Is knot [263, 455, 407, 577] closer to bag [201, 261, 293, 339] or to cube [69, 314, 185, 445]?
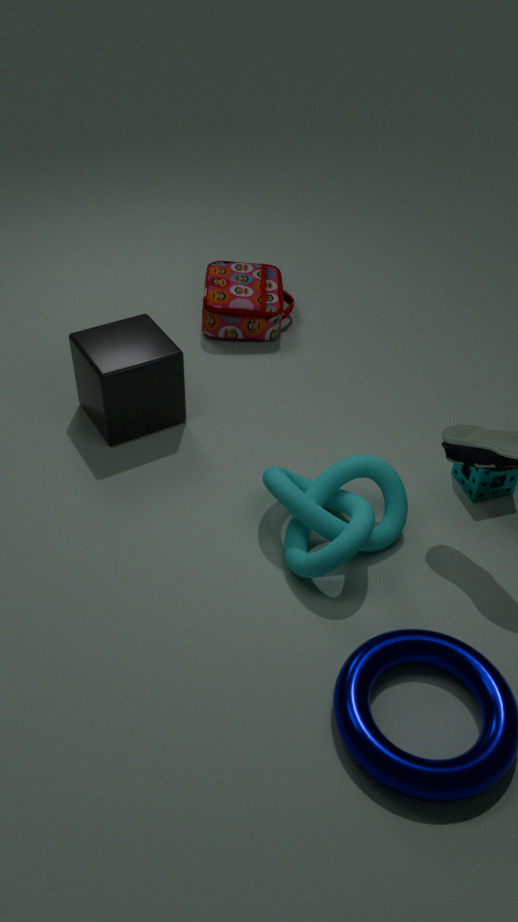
cube [69, 314, 185, 445]
